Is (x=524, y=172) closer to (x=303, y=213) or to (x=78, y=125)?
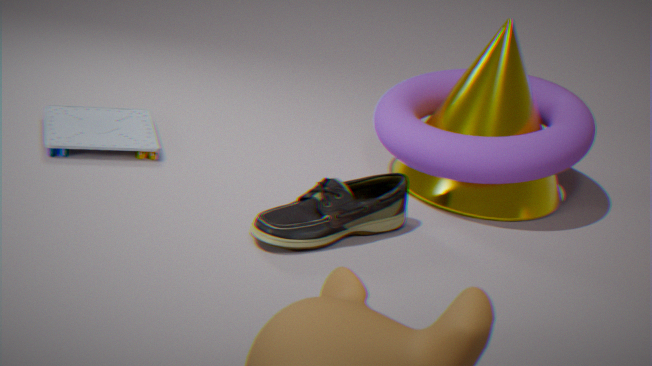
(x=303, y=213)
